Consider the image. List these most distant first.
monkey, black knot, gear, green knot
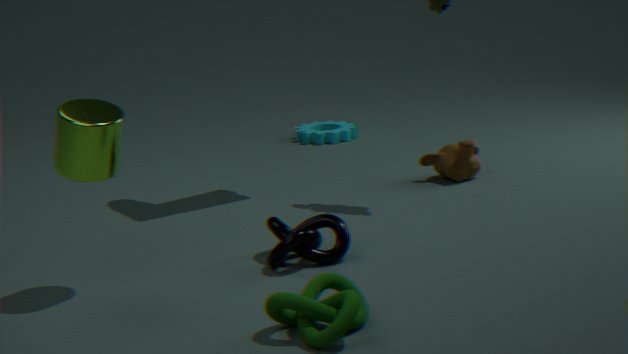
gear
monkey
black knot
green knot
